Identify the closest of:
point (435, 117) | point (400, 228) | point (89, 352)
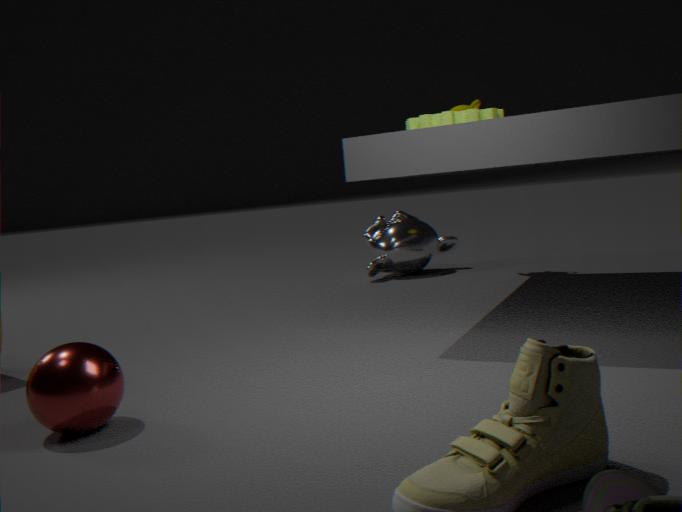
point (89, 352)
